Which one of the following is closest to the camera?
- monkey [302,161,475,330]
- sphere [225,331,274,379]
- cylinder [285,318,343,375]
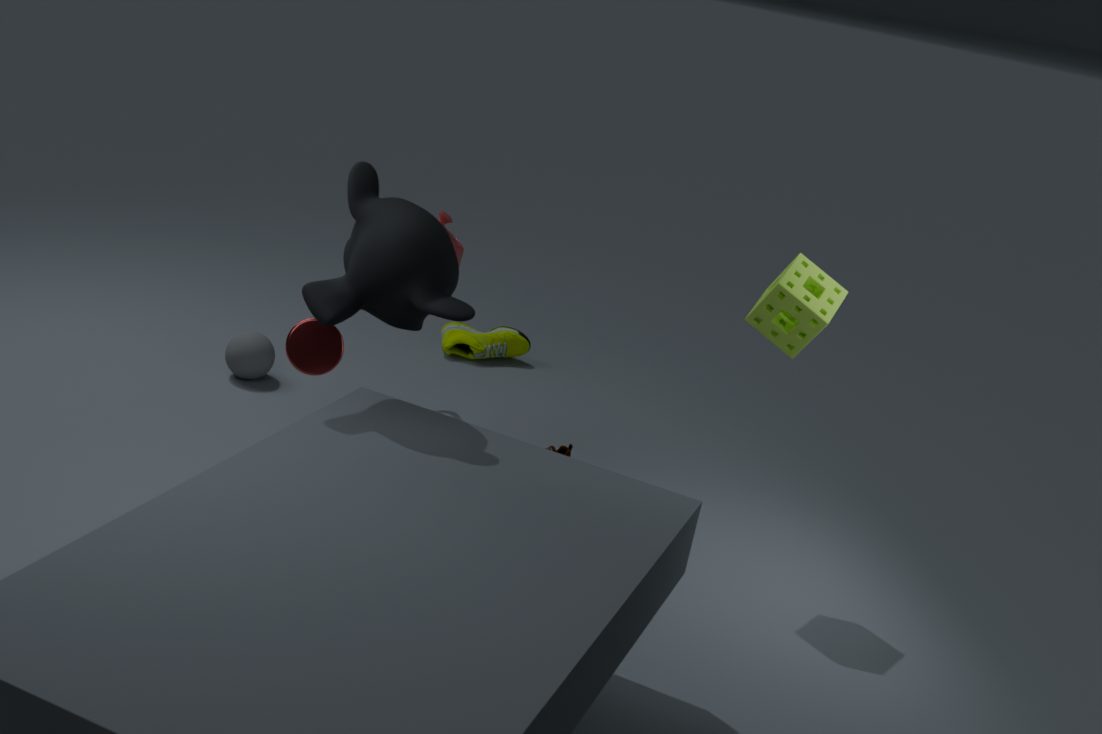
monkey [302,161,475,330]
